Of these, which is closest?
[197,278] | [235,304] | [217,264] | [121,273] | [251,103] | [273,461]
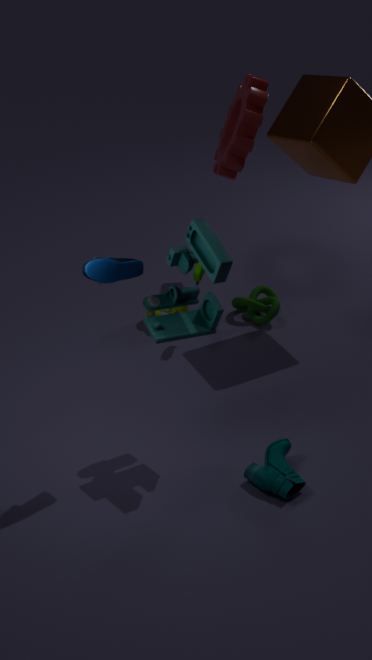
[121,273]
